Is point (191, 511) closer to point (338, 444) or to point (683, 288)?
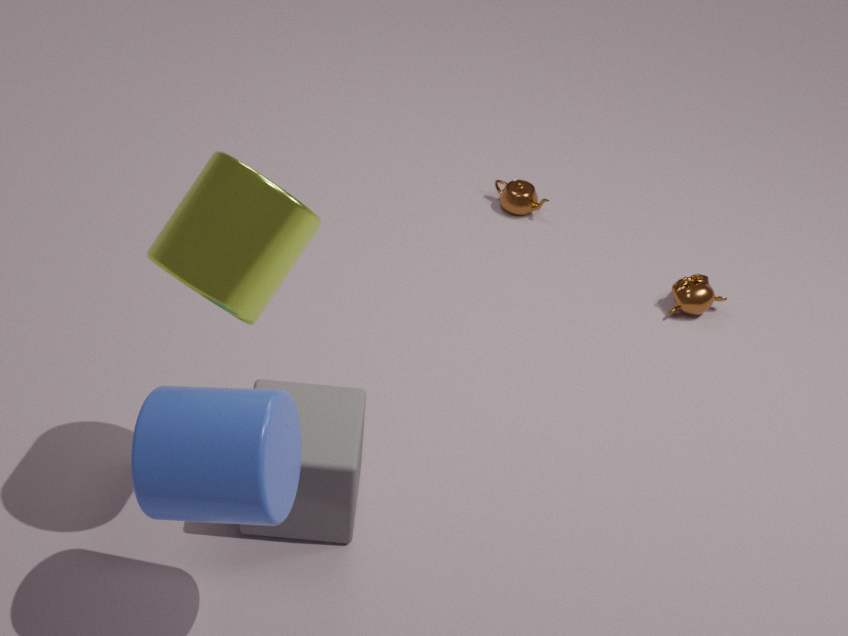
point (338, 444)
